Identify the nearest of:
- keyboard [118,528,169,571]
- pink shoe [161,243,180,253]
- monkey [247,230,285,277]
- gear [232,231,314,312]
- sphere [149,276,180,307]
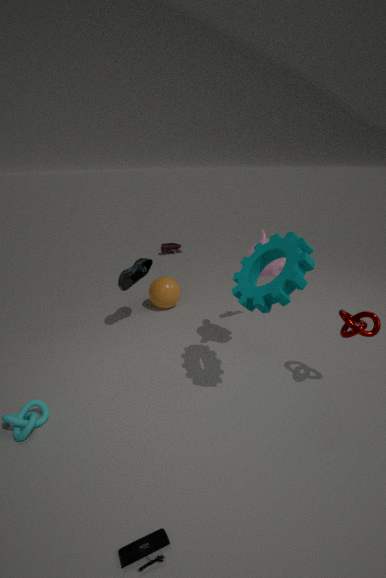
keyboard [118,528,169,571]
